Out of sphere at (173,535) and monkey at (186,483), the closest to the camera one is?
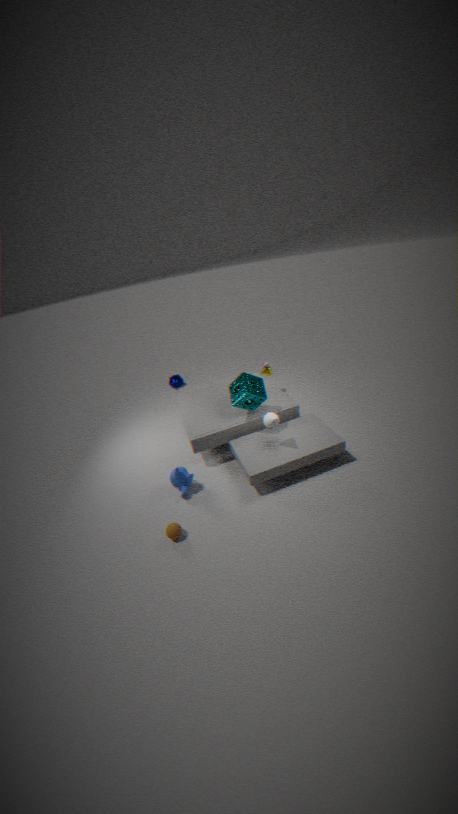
sphere at (173,535)
